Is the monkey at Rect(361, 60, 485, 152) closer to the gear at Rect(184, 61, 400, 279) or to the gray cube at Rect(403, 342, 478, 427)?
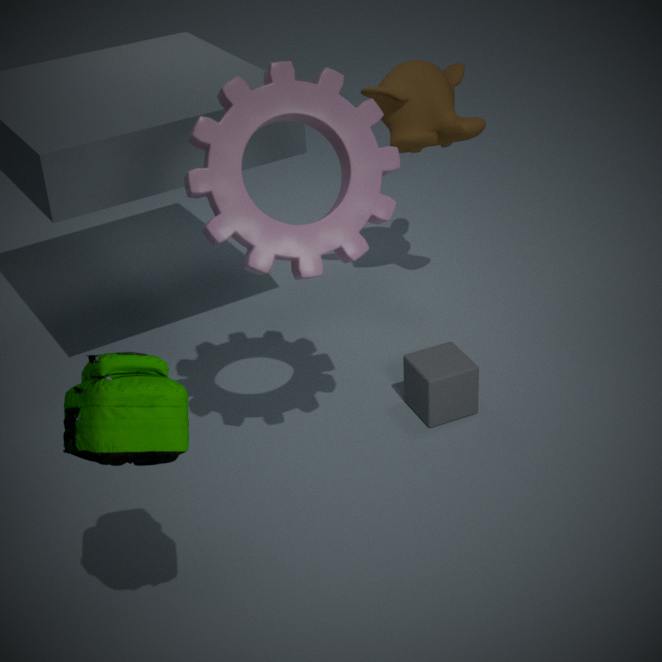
the gray cube at Rect(403, 342, 478, 427)
